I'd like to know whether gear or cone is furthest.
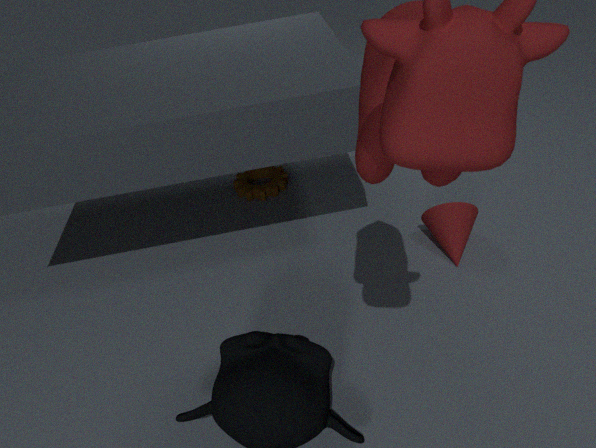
gear
